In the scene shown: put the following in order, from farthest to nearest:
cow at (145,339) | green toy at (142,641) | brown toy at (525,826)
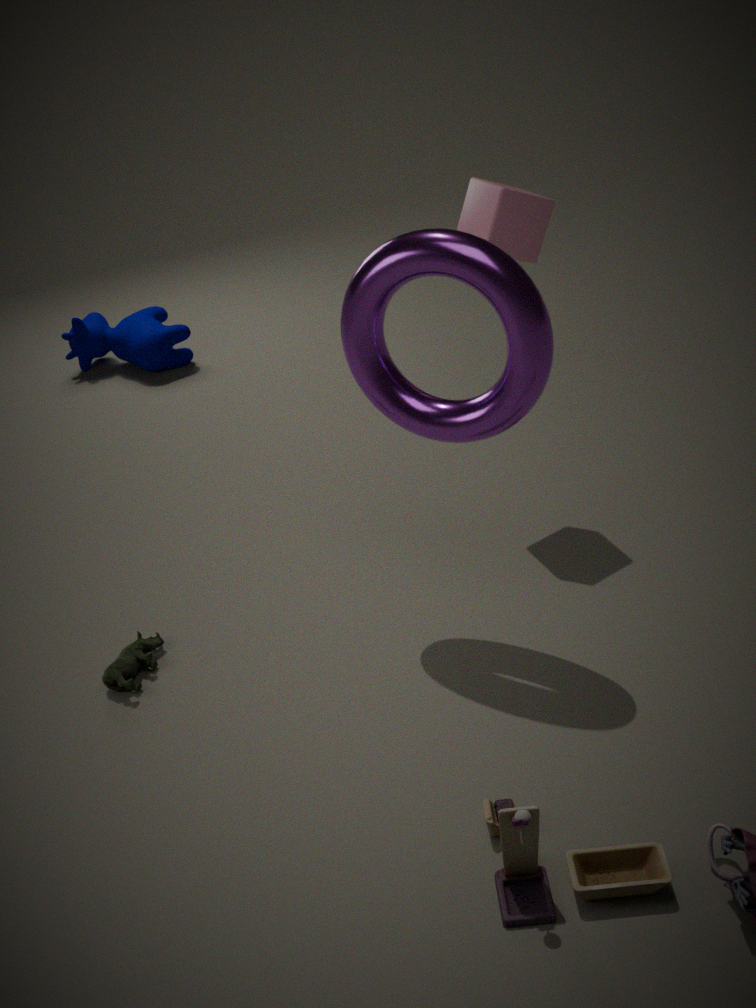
cow at (145,339), green toy at (142,641), brown toy at (525,826)
